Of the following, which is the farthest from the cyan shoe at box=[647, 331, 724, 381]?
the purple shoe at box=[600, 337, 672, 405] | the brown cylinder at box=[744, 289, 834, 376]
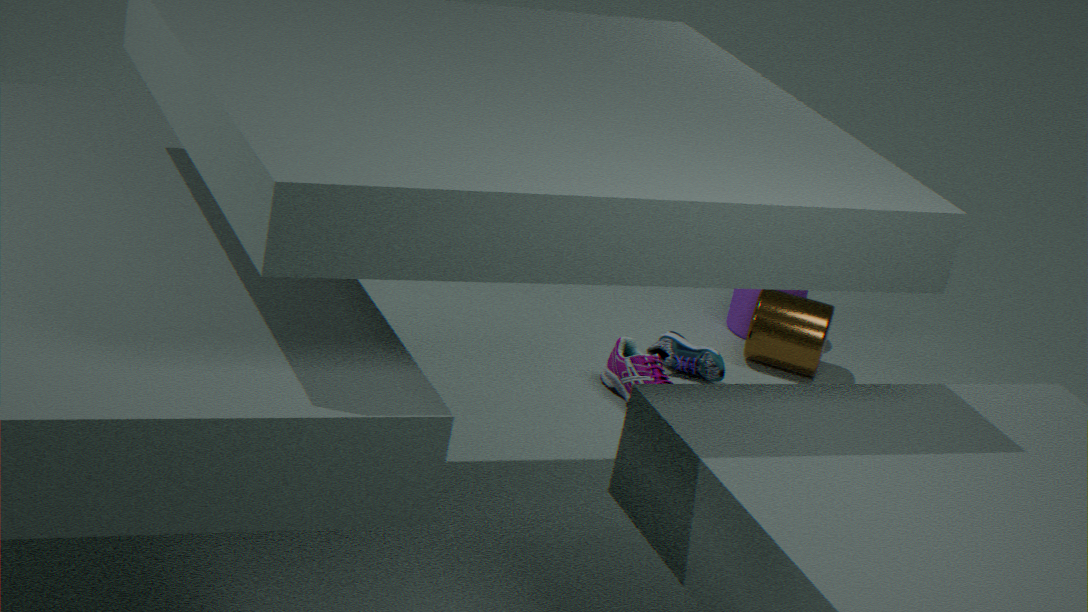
the brown cylinder at box=[744, 289, 834, 376]
